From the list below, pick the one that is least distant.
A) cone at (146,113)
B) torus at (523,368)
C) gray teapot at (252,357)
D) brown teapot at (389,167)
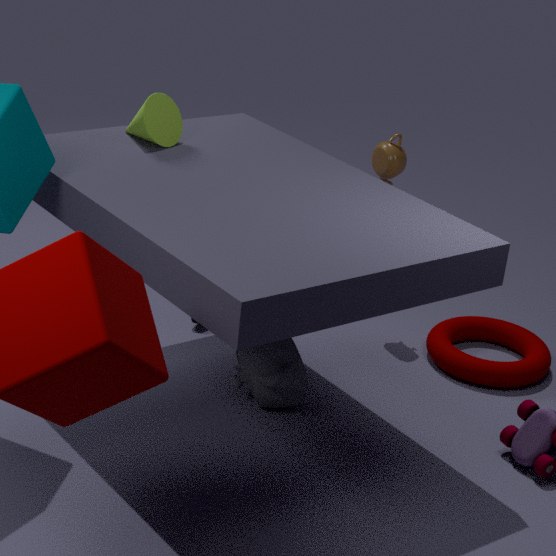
gray teapot at (252,357)
